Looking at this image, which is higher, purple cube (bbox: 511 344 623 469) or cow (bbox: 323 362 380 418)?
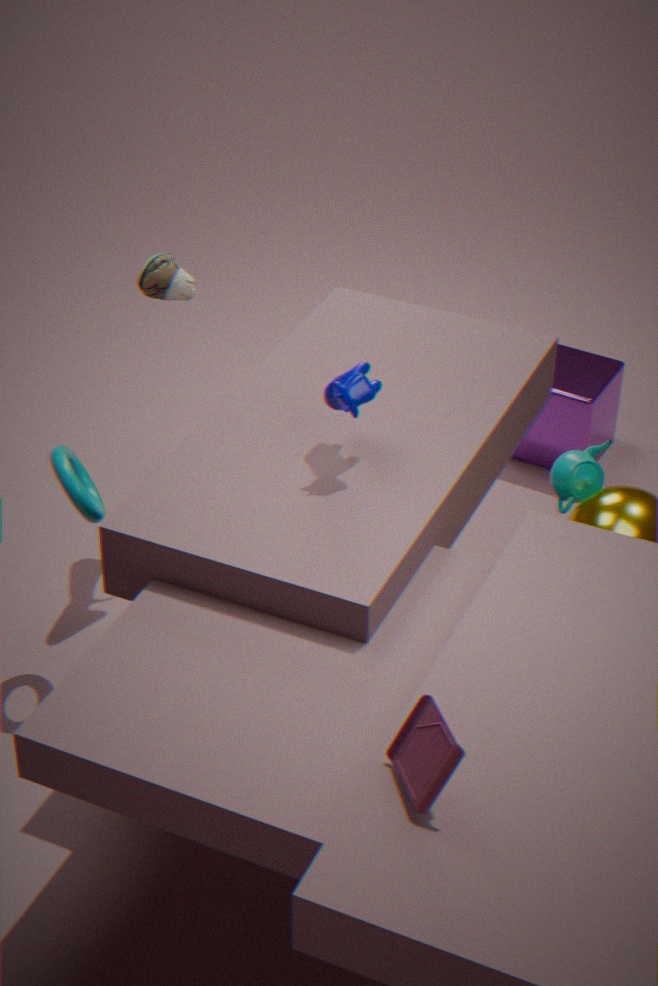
cow (bbox: 323 362 380 418)
